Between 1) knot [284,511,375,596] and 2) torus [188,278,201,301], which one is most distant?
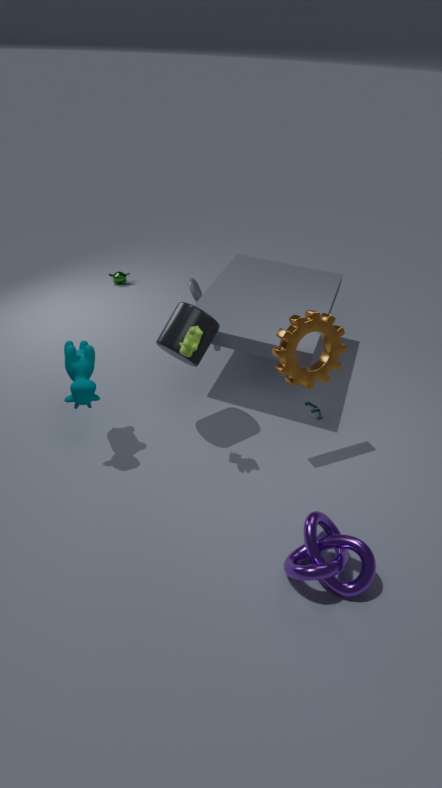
2. torus [188,278,201,301]
